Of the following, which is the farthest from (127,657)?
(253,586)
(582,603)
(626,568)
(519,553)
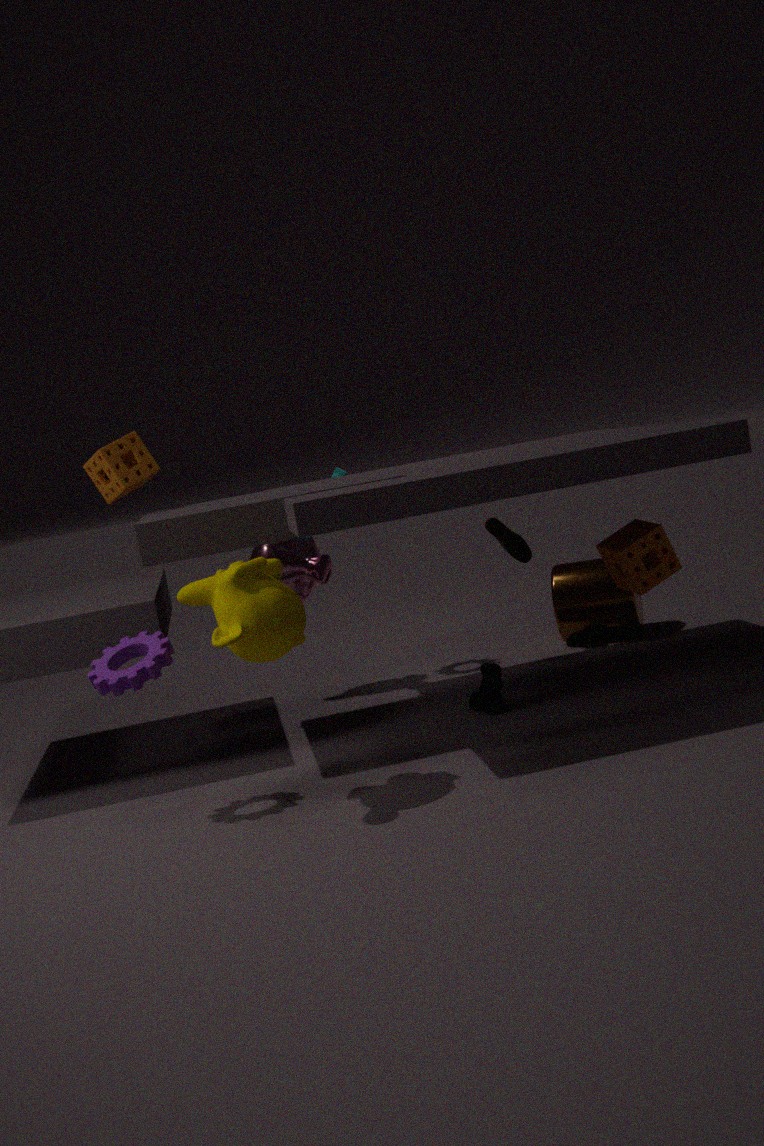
(582,603)
